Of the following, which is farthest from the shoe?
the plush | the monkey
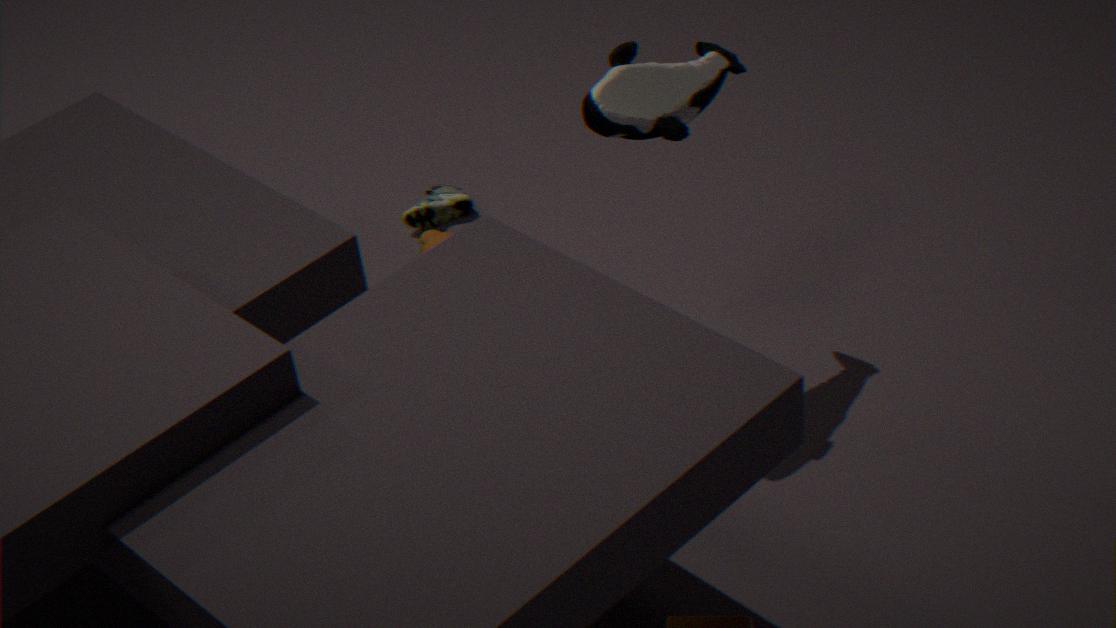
the plush
